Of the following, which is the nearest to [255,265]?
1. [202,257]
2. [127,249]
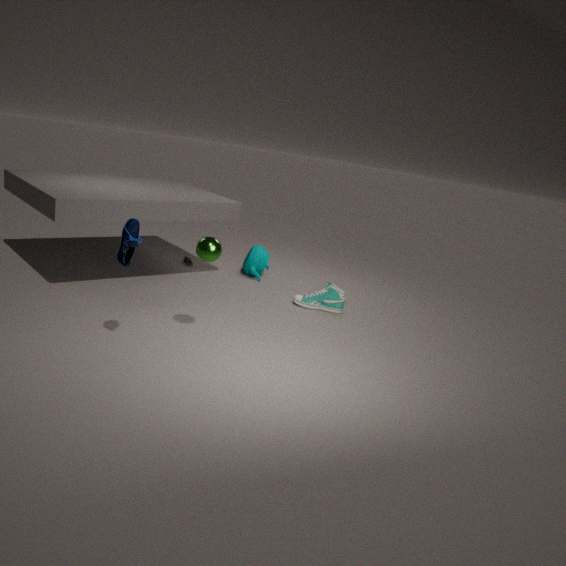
[202,257]
